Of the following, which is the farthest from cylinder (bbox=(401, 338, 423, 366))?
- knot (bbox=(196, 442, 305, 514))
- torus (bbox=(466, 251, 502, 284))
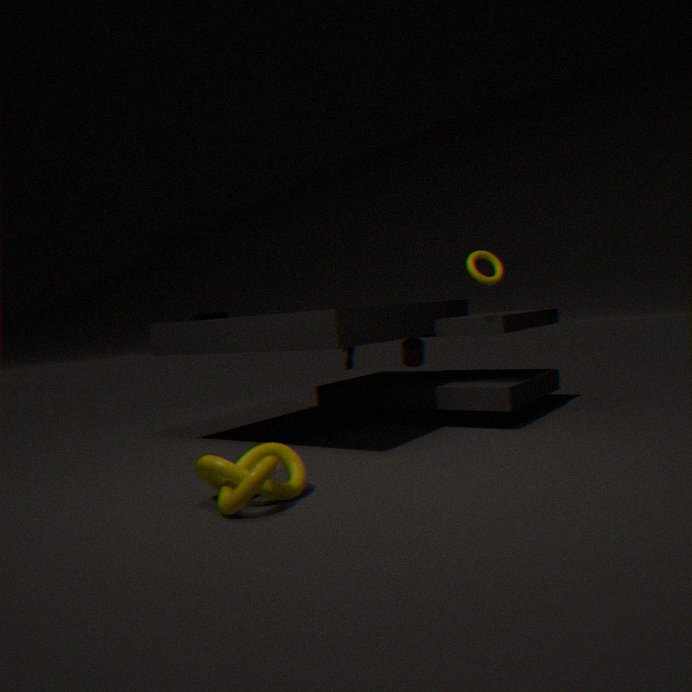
knot (bbox=(196, 442, 305, 514))
